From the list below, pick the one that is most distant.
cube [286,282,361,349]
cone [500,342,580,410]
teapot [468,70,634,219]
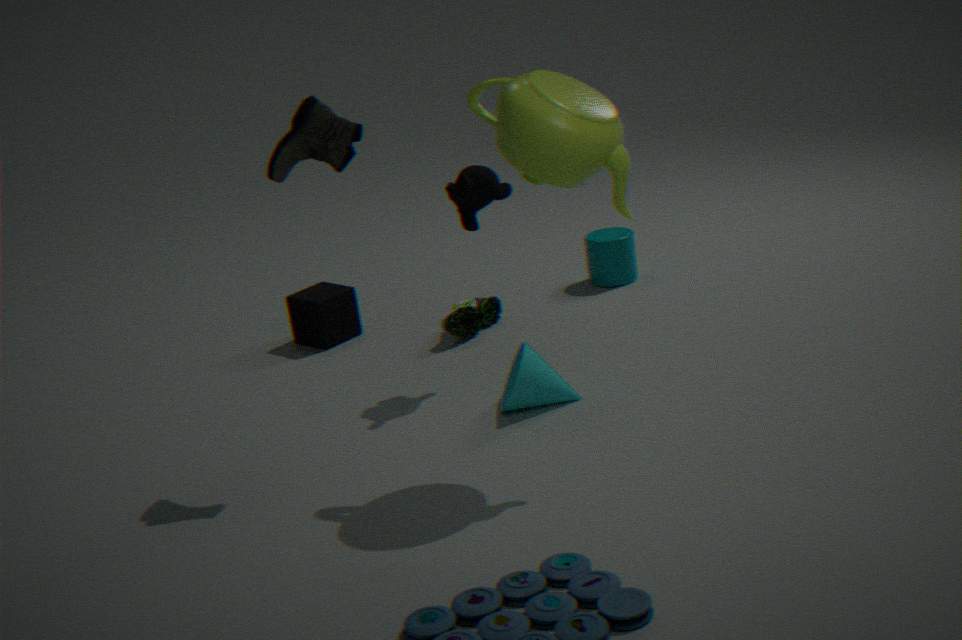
cube [286,282,361,349]
